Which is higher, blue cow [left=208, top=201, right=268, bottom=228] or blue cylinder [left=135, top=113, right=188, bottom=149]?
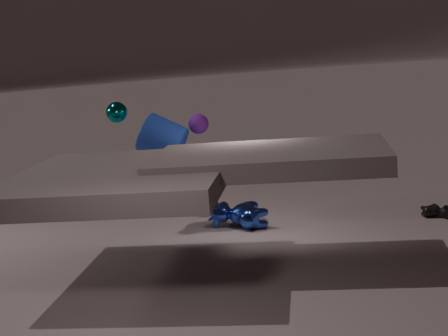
blue cylinder [left=135, top=113, right=188, bottom=149]
